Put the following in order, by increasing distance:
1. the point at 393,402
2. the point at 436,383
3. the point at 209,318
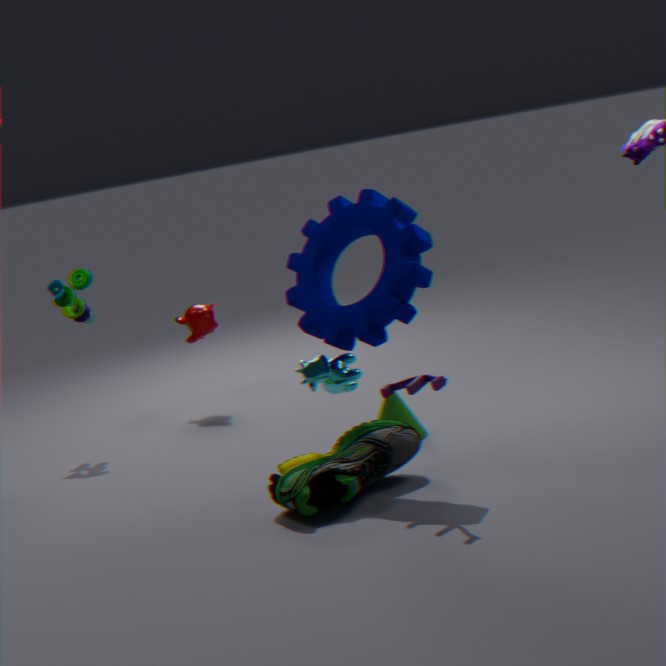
the point at 436,383 < the point at 393,402 < the point at 209,318
